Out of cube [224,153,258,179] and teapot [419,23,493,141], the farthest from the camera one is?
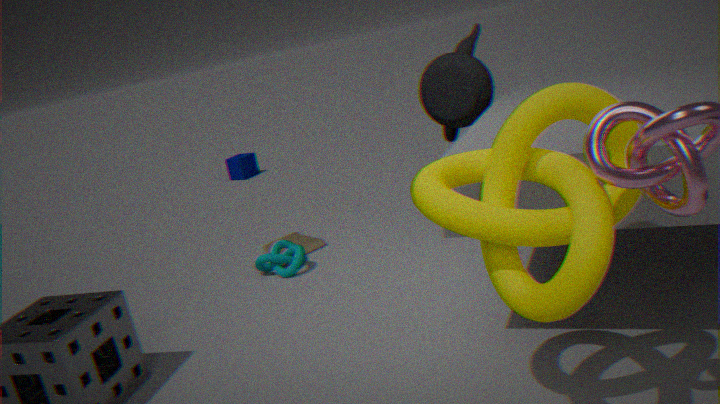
cube [224,153,258,179]
